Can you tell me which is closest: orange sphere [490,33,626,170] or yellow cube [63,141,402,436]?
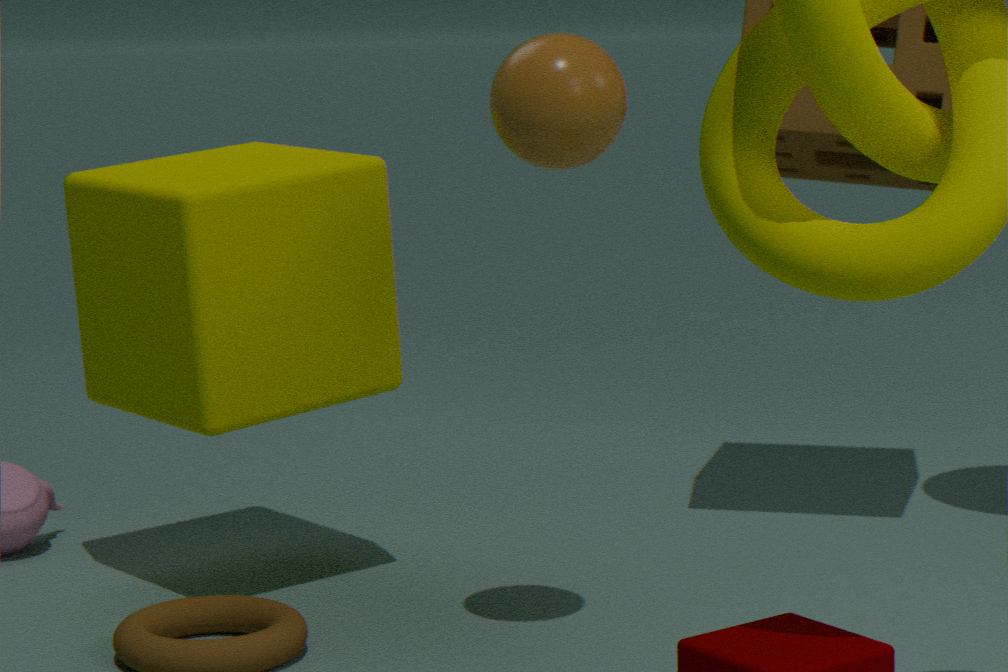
orange sphere [490,33,626,170]
